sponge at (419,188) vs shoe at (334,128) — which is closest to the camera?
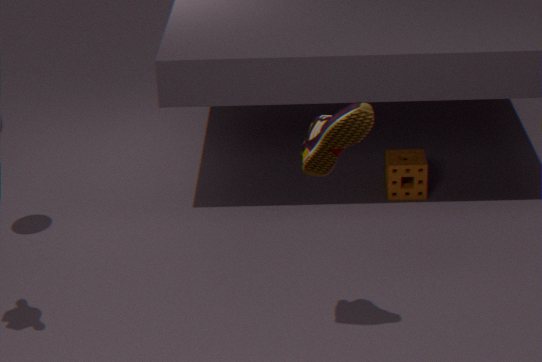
shoe at (334,128)
